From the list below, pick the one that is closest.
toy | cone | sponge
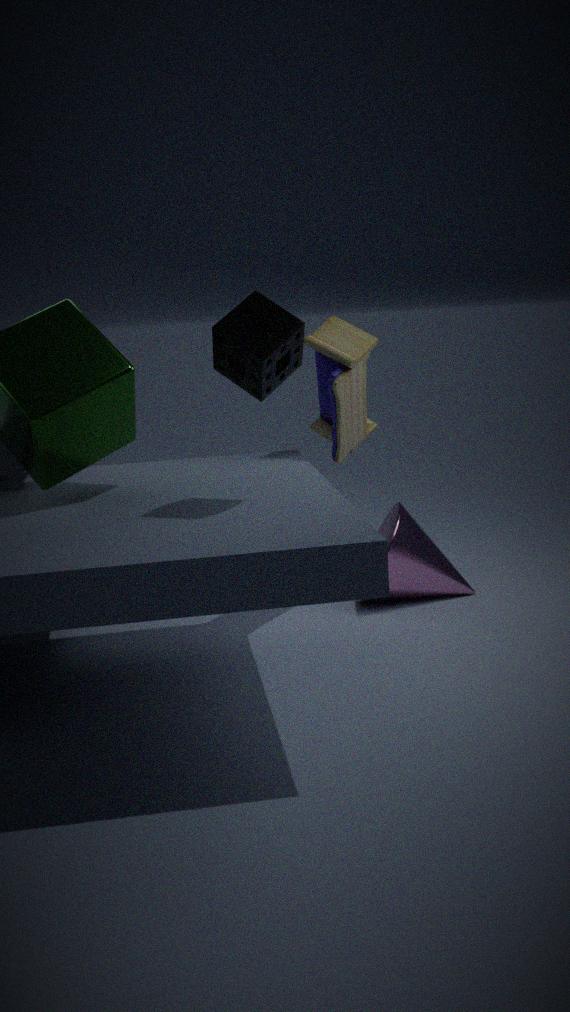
sponge
